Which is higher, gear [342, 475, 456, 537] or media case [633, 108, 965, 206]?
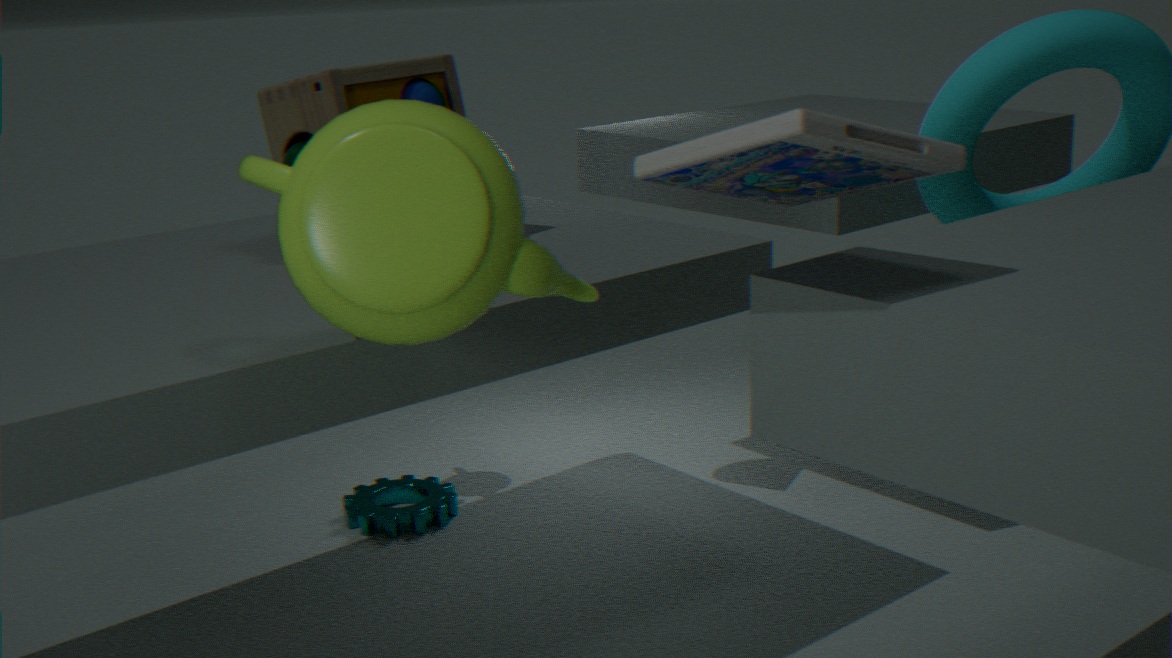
media case [633, 108, 965, 206]
